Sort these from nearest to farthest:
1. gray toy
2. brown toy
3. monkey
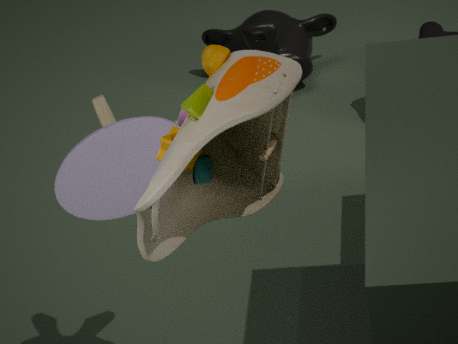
brown toy → gray toy → monkey
